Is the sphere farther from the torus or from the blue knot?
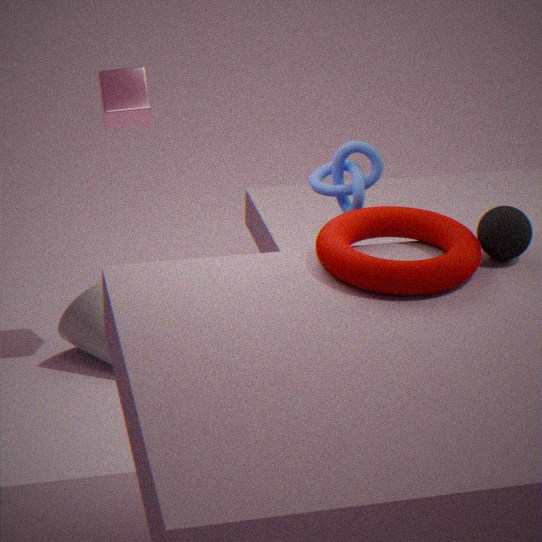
the blue knot
